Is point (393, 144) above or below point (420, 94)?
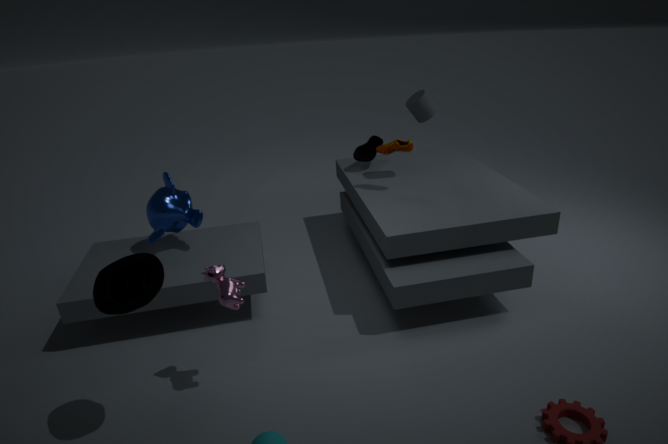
below
